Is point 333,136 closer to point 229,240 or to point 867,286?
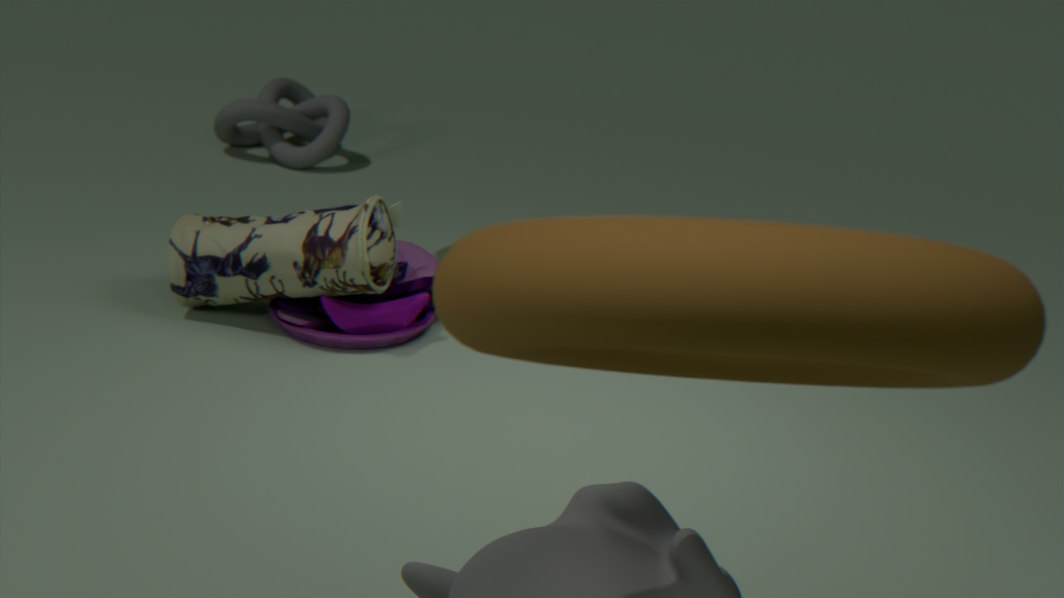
point 229,240
